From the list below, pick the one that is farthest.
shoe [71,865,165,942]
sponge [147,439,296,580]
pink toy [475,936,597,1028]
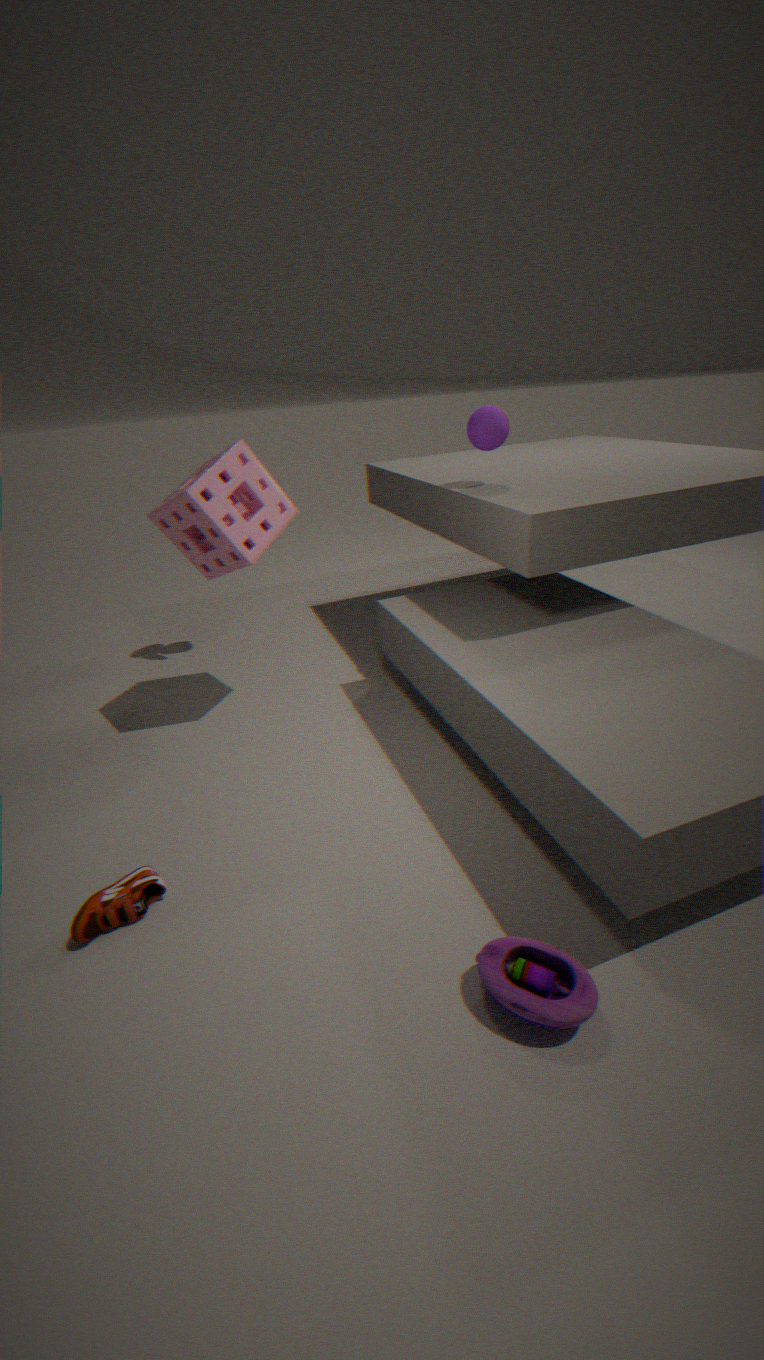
sponge [147,439,296,580]
